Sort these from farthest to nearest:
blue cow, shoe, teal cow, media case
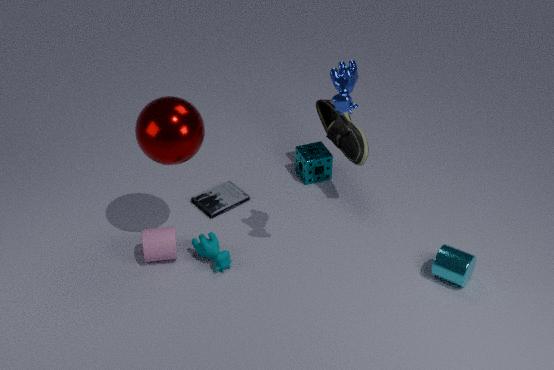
media case → shoe → teal cow → blue cow
